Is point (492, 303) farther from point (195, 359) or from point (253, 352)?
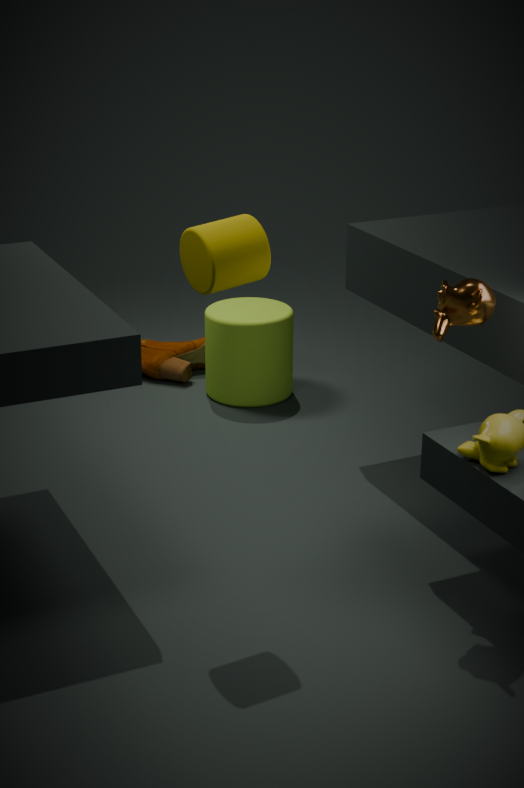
point (195, 359)
